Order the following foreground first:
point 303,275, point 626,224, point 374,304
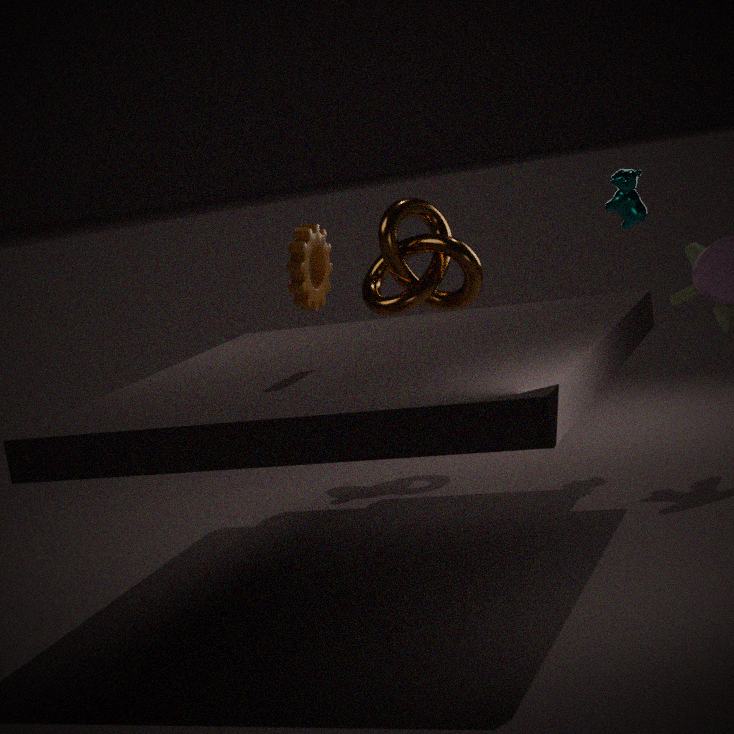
point 303,275 < point 626,224 < point 374,304
